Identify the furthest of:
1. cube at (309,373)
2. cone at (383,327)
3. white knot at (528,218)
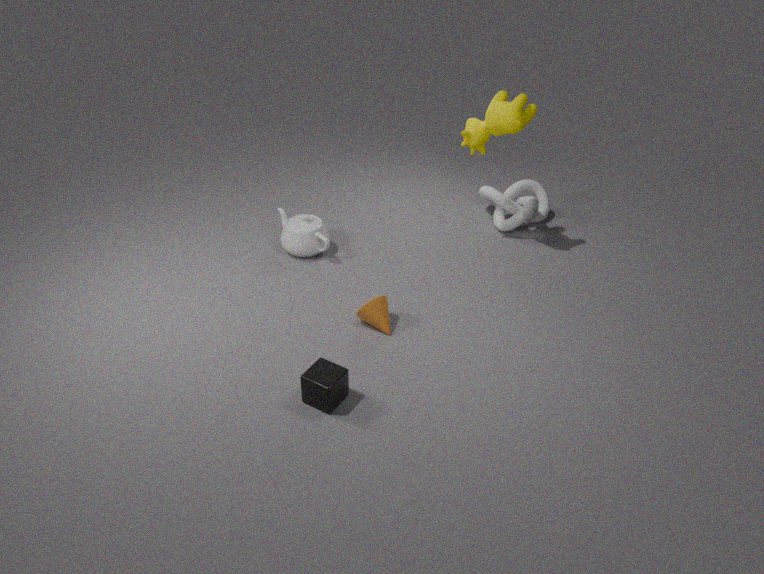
white knot at (528,218)
